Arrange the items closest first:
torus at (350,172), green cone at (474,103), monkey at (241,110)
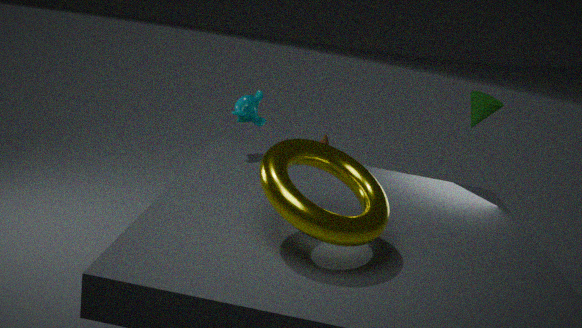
torus at (350,172) → monkey at (241,110) → green cone at (474,103)
